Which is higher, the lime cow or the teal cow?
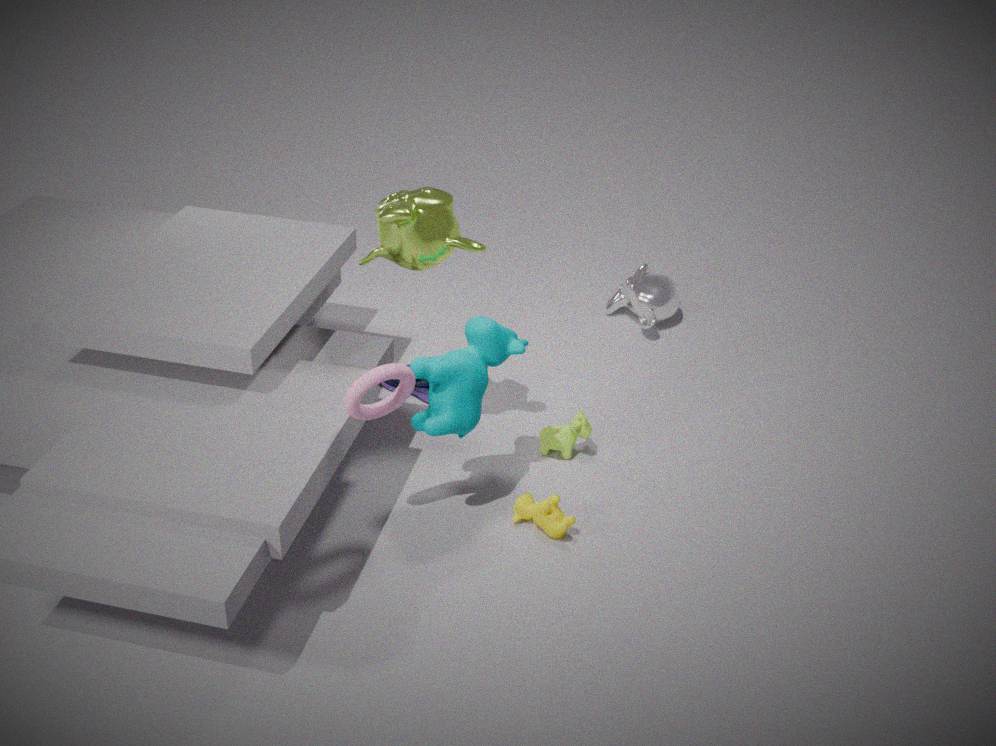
the teal cow
